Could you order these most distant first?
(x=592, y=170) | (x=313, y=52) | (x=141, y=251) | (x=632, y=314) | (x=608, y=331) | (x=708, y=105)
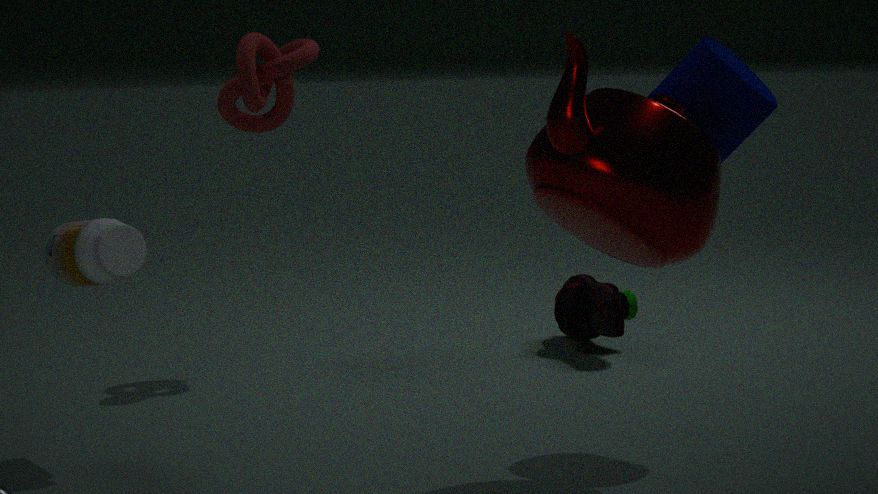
(x=632, y=314) < (x=608, y=331) < (x=313, y=52) < (x=141, y=251) < (x=708, y=105) < (x=592, y=170)
